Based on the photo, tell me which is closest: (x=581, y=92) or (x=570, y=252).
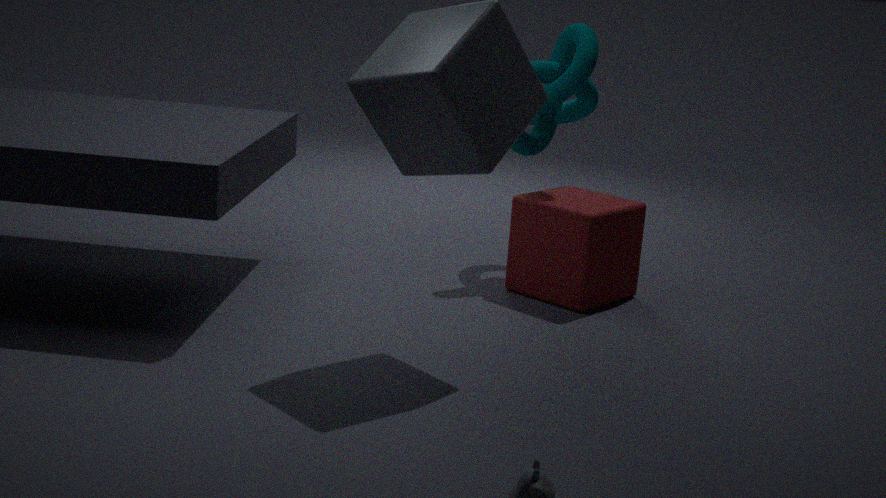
(x=570, y=252)
